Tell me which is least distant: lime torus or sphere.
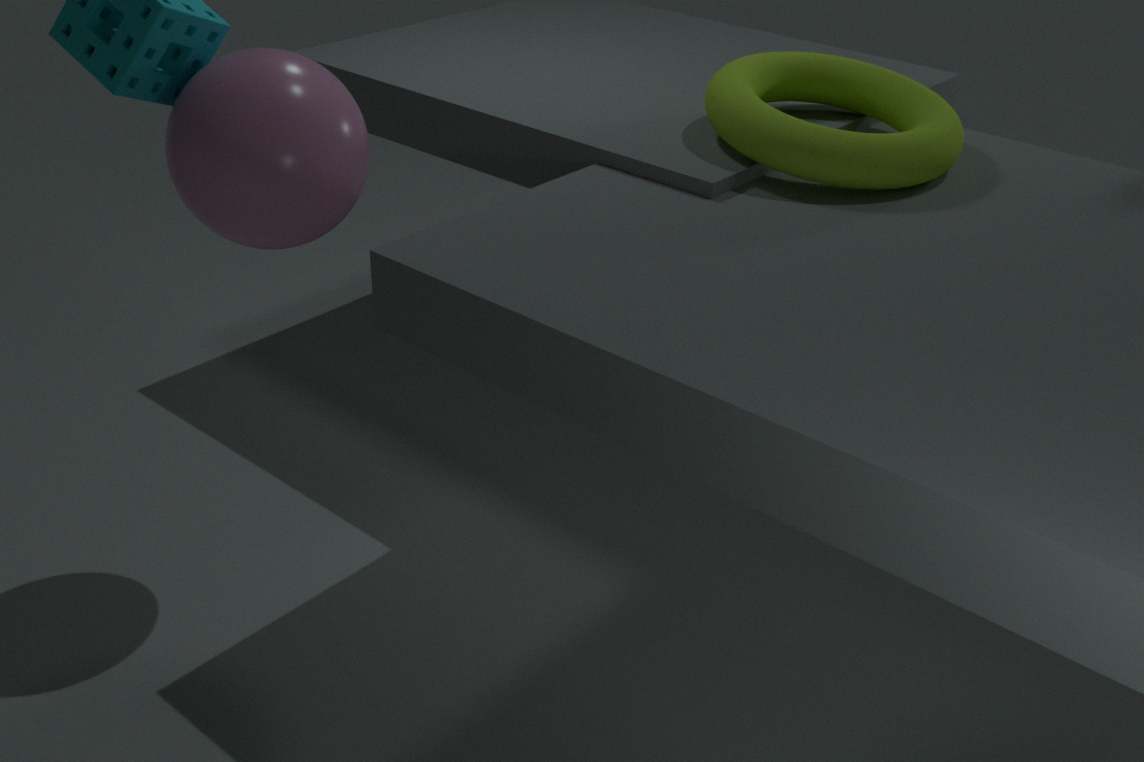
sphere
